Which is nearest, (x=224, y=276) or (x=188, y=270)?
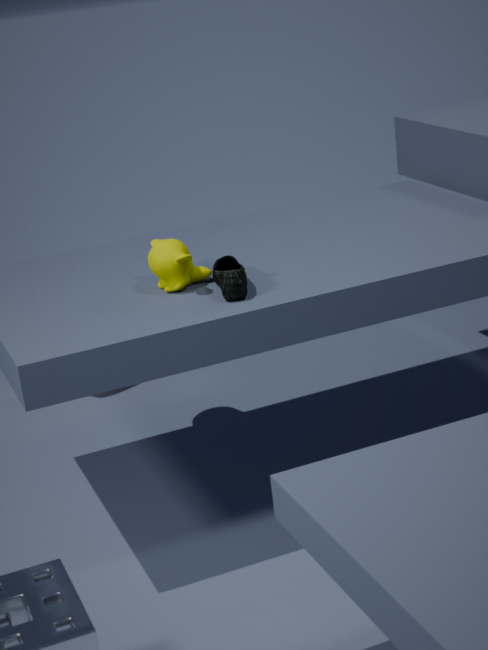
(x=224, y=276)
